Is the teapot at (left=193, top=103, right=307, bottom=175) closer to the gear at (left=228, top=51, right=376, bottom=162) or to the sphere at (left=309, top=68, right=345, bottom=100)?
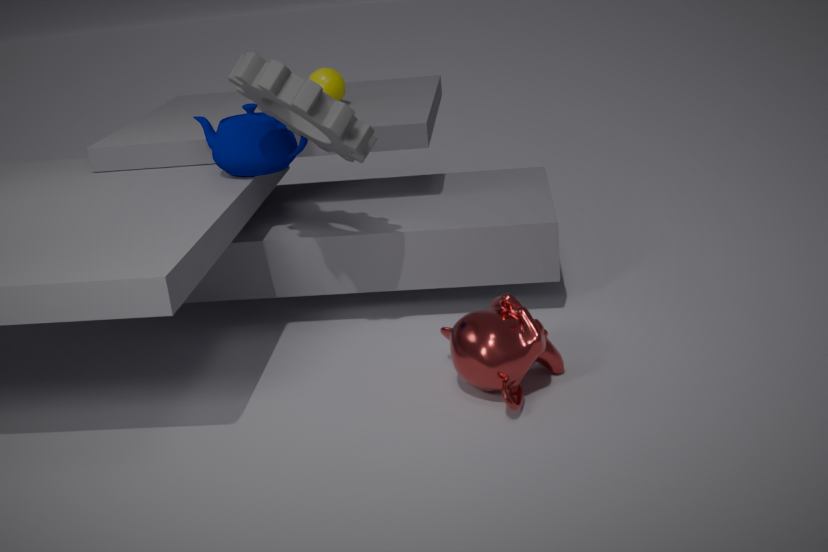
the gear at (left=228, top=51, right=376, bottom=162)
